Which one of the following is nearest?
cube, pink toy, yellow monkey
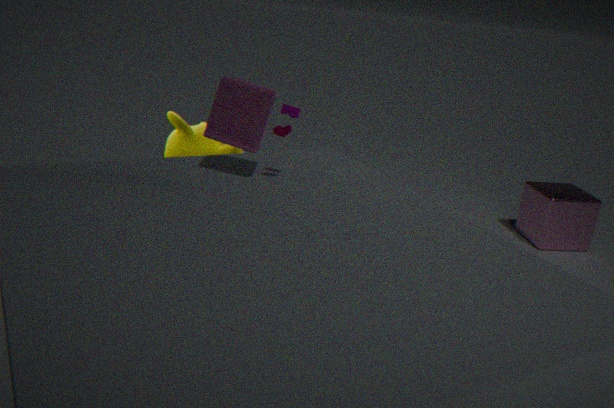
pink toy
